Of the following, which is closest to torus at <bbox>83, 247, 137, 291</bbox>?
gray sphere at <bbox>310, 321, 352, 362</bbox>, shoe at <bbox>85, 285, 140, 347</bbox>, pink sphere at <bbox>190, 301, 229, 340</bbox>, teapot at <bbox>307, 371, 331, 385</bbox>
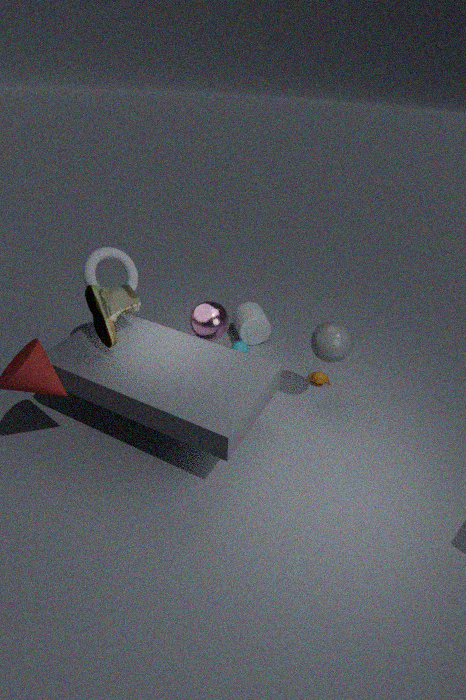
shoe at <bbox>85, 285, 140, 347</bbox>
